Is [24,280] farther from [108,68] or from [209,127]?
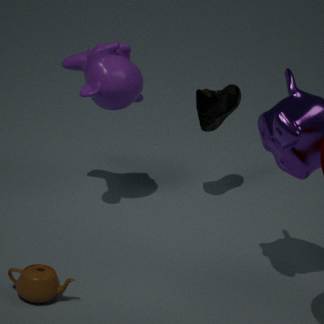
[209,127]
